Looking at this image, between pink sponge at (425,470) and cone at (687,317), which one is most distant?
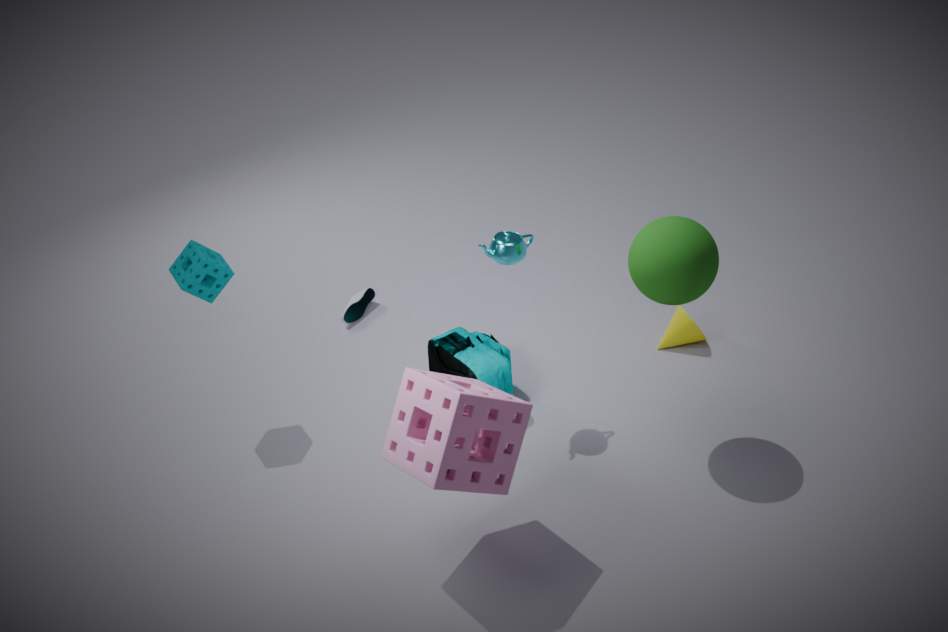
cone at (687,317)
